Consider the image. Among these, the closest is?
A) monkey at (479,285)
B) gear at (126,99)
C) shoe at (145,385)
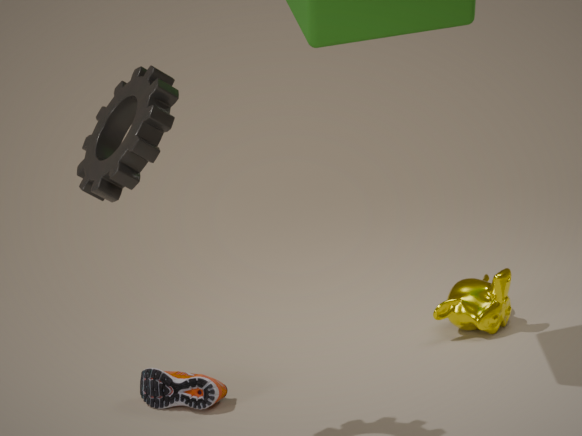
B. gear at (126,99)
